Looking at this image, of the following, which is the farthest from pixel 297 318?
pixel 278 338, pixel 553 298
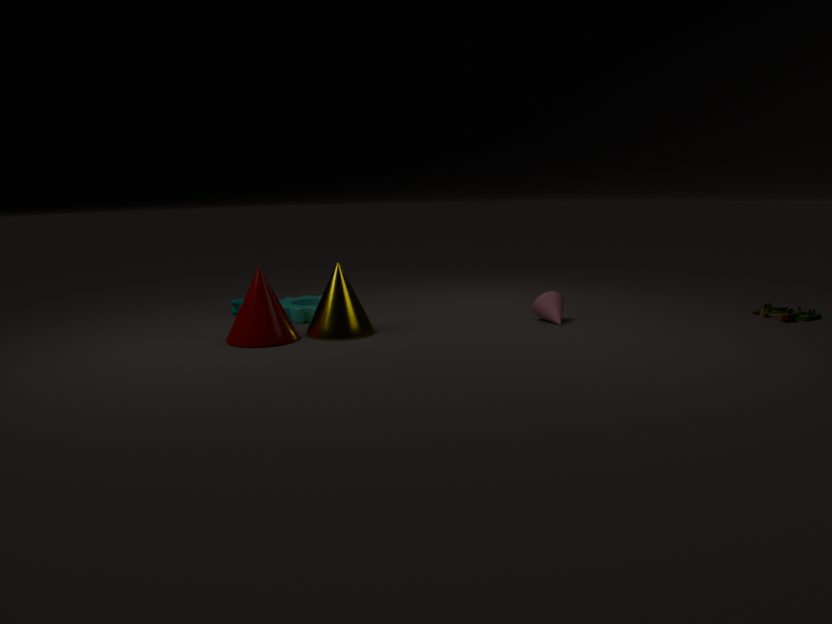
pixel 553 298
